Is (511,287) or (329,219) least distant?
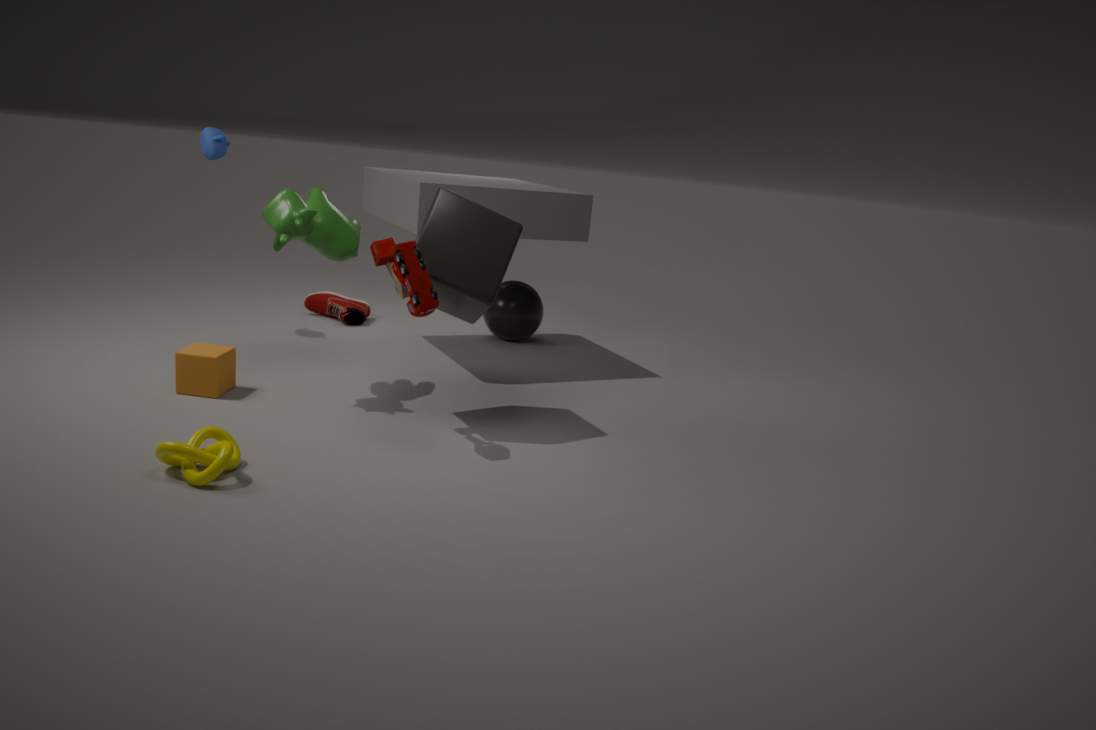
(329,219)
